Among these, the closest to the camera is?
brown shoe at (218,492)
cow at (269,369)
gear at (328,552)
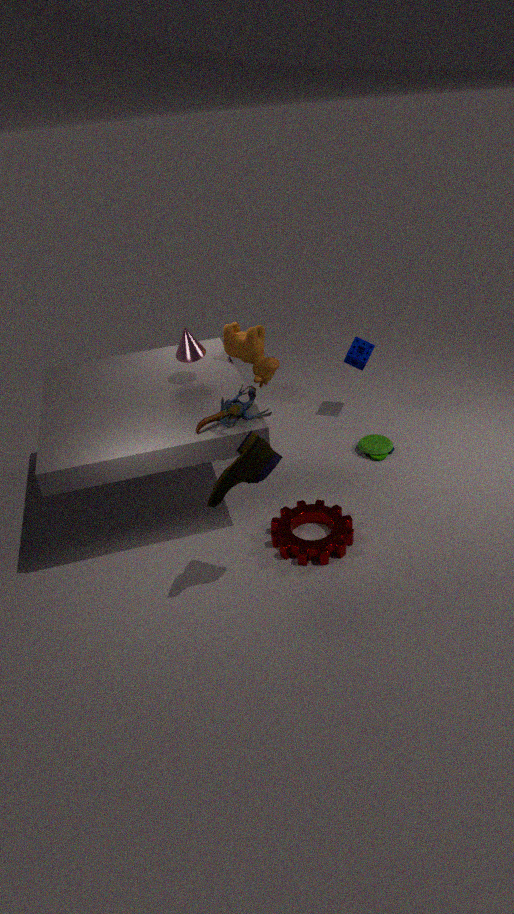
brown shoe at (218,492)
